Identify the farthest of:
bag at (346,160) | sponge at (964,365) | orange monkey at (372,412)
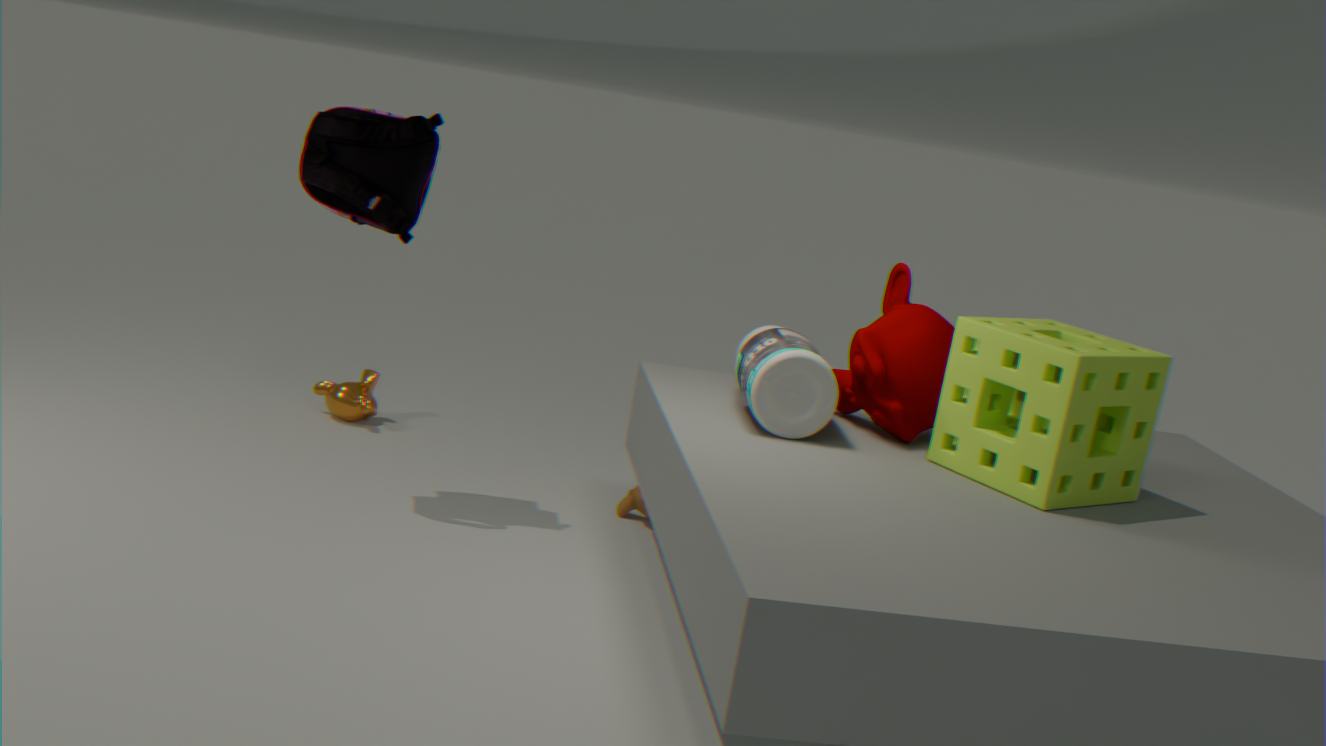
orange monkey at (372,412)
